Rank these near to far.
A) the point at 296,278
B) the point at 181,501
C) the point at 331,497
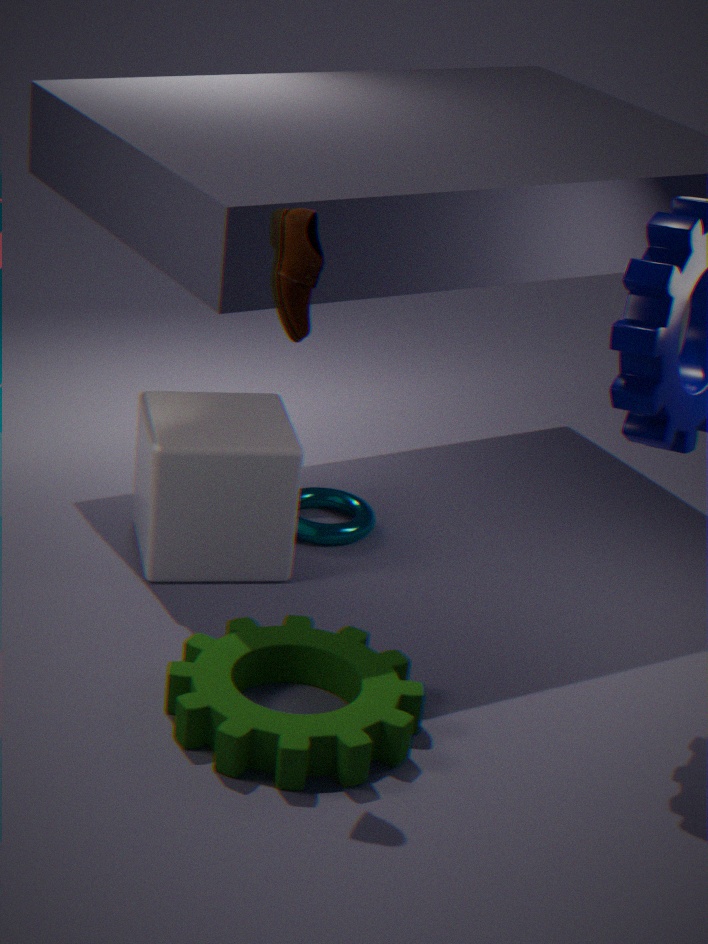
1. the point at 296,278
2. the point at 181,501
3. the point at 331,497
